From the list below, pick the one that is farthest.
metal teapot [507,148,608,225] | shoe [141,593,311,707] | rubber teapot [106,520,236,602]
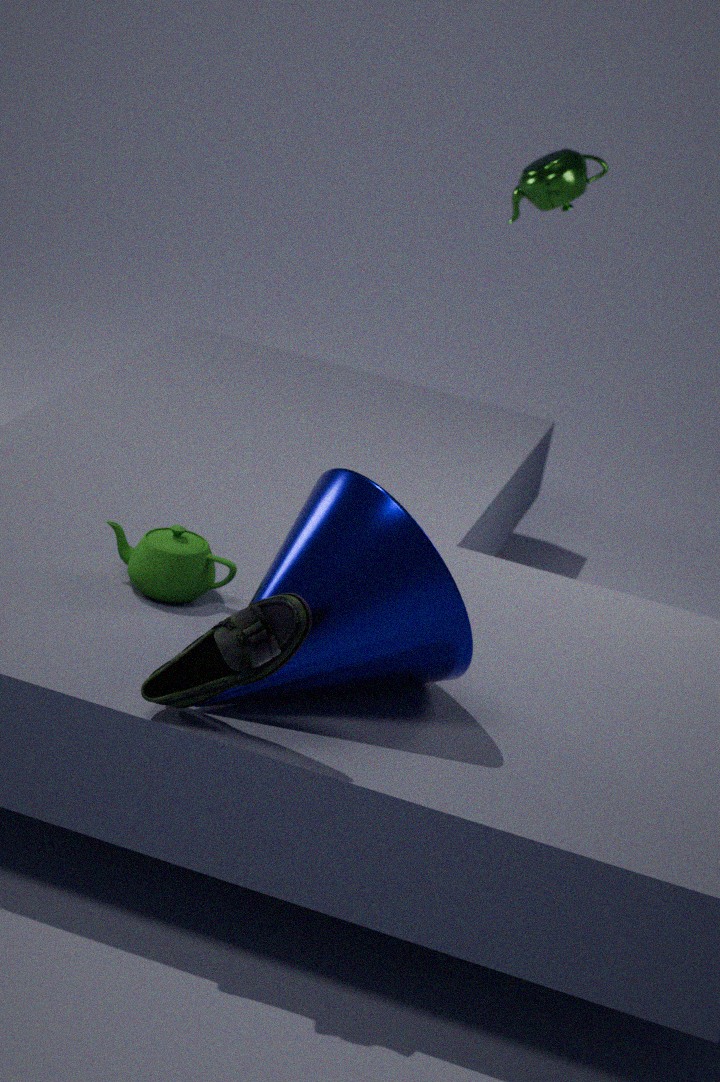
metal teapot [507,148,608,225]
